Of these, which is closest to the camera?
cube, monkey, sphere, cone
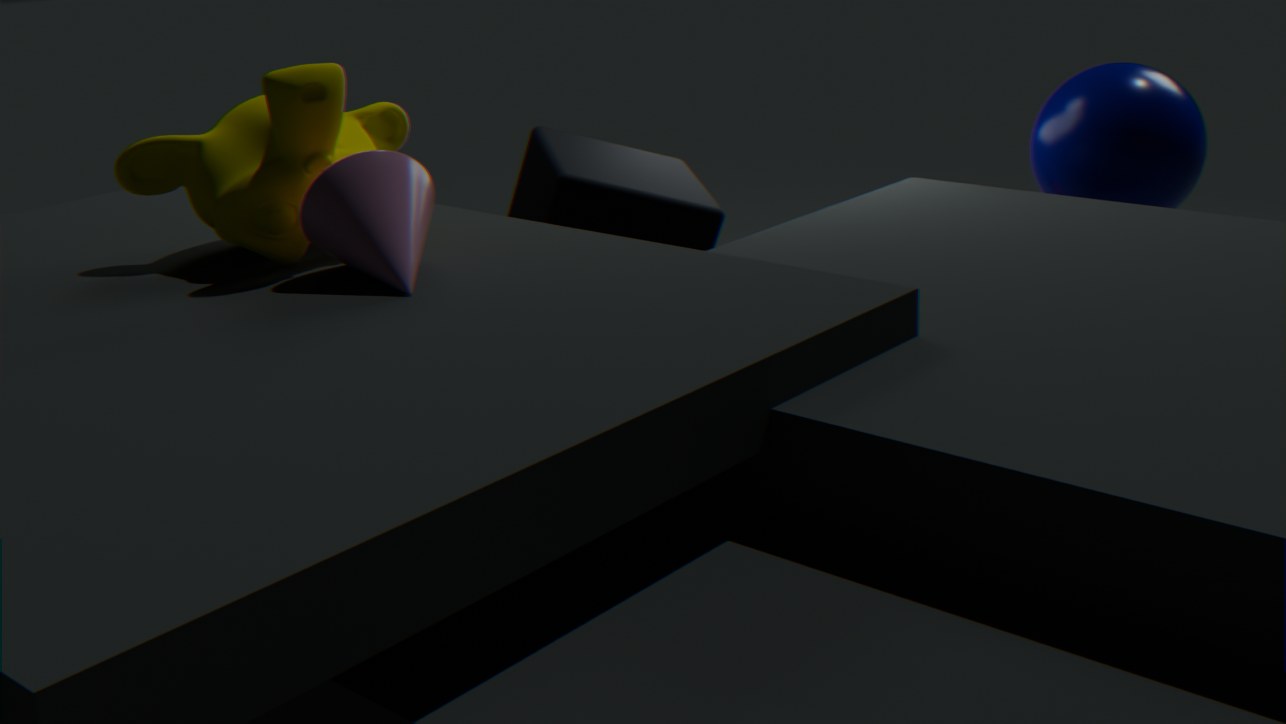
cone
